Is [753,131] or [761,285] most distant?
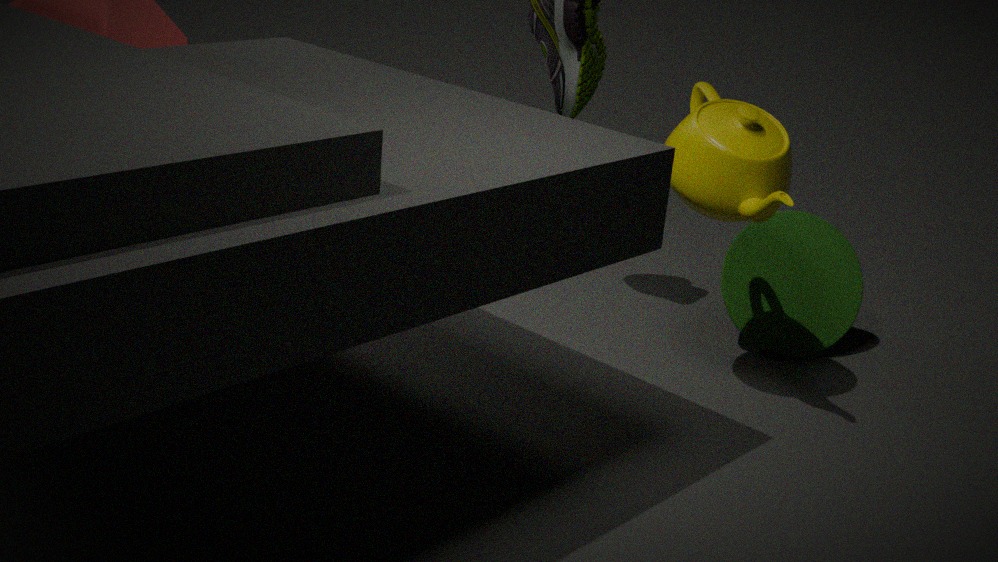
[761,285]
